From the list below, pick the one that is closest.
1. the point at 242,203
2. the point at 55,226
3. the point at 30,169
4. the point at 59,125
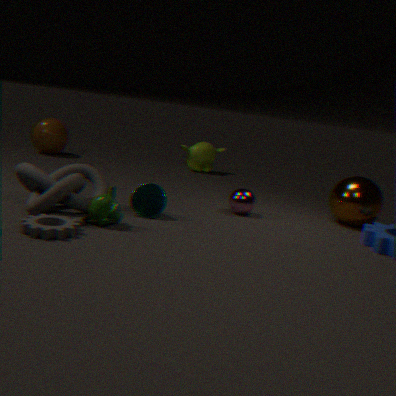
the point at 55,226
